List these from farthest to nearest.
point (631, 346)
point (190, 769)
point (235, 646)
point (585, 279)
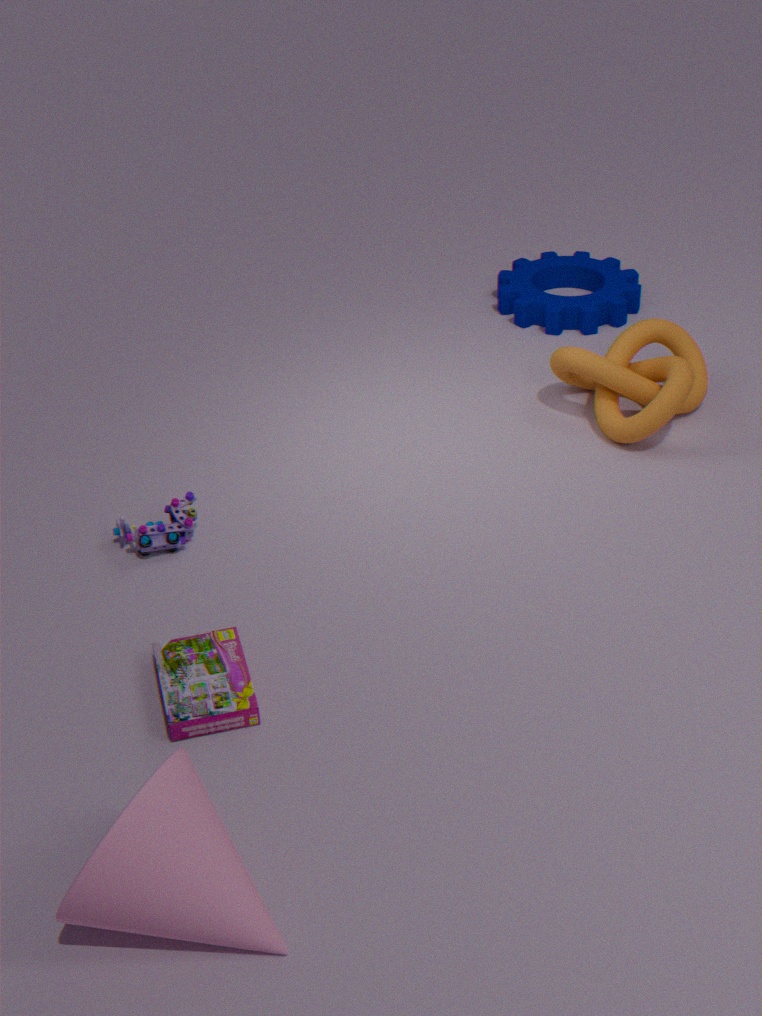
point (585, 279) < point (631, 346) < point (235, 646) < point (190, 769)
